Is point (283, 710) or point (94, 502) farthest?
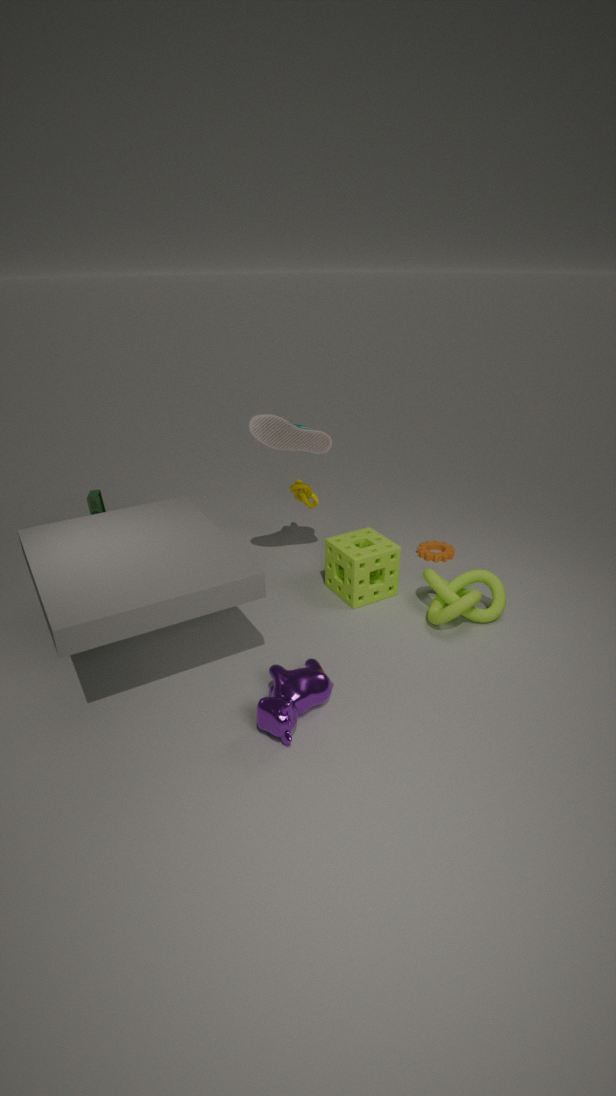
point (94, 502)
